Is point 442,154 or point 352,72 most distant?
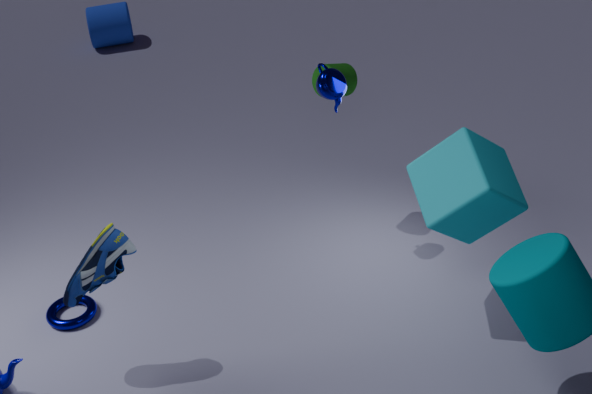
point 352,72
